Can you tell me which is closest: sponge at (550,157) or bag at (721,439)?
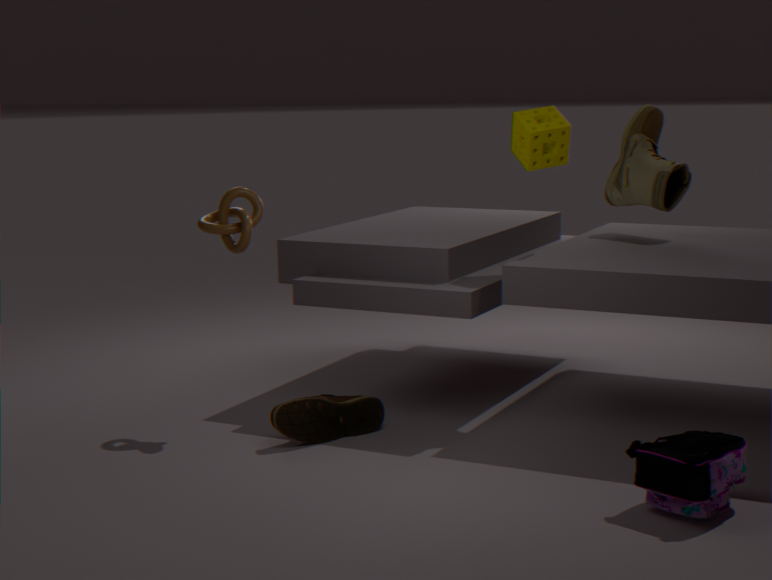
bag at (721,439)
